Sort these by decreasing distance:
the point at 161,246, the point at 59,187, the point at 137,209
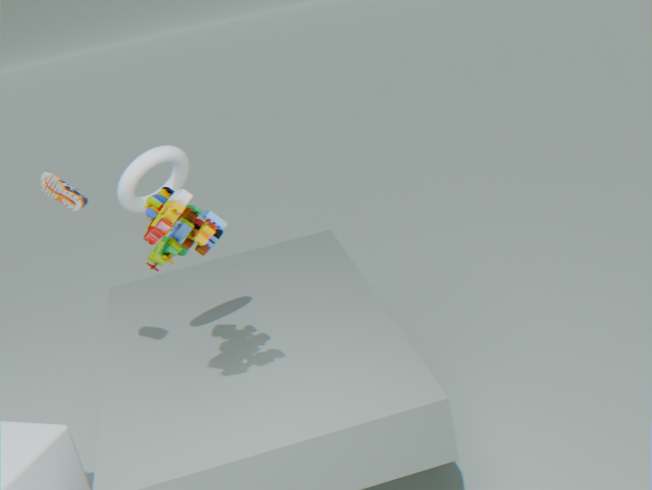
the point at 137,209 < the point at 59,187 < the point at 161,246
